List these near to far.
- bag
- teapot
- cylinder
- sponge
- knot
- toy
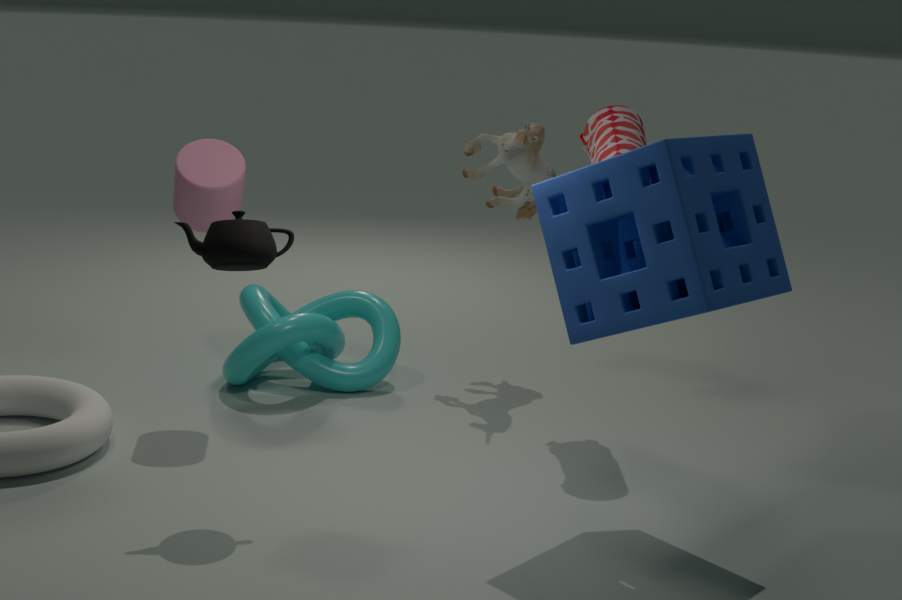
sponge < teapot < cylinder < bag < knot < toy
